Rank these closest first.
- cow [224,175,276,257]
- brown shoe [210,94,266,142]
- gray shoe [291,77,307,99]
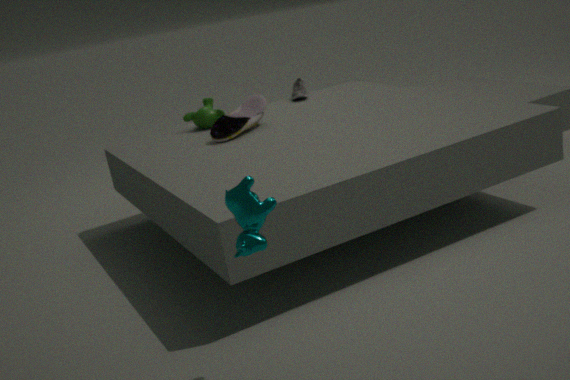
1. cow [224,175,276,257]
2. brown shoe [210,94,266,142]
3. gray shoe [291,77,307,99]
